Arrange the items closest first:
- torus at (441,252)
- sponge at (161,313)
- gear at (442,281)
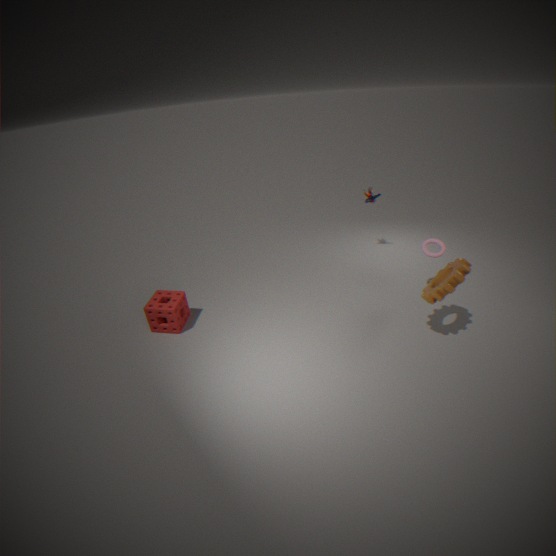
gear at (442,281)
sponge at (161,313)
torus at (441,252)
